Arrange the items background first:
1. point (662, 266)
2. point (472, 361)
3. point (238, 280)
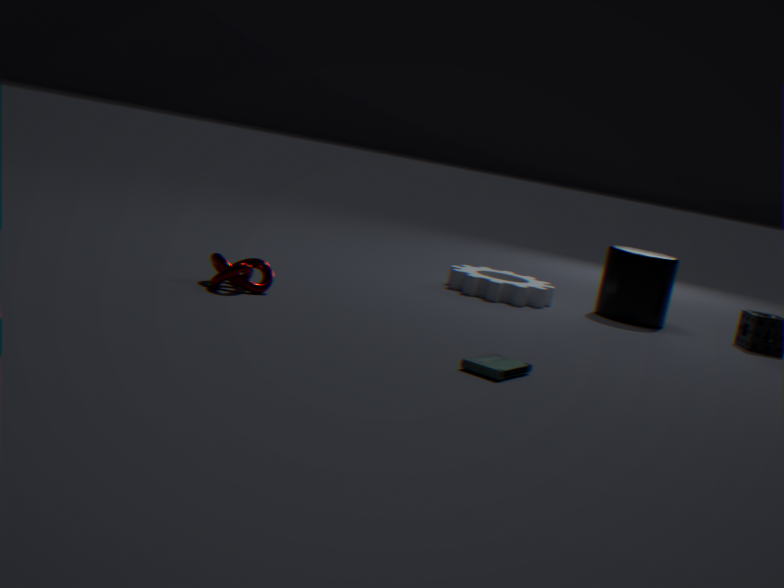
point (662, 266) < point (238, 280) < point (472, 361)
